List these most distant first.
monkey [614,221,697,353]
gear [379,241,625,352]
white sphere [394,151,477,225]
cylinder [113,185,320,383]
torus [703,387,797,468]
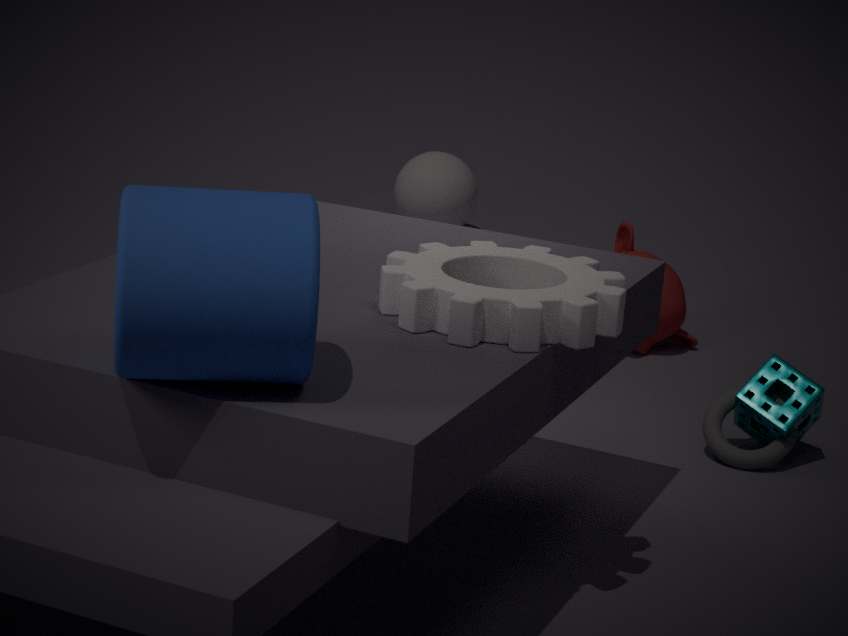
white sphere [394,151,477,225]
monkey [614,221,697,353]
torus [703,387,797,468]
gear [379,241,625,352]
cylinder [113,185,320,383]
